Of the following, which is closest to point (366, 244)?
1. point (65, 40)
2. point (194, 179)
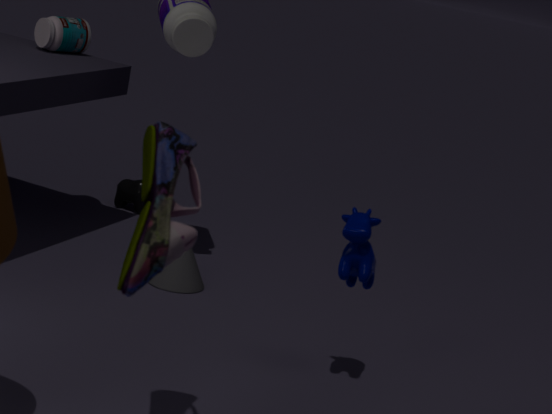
point (194, 179)
